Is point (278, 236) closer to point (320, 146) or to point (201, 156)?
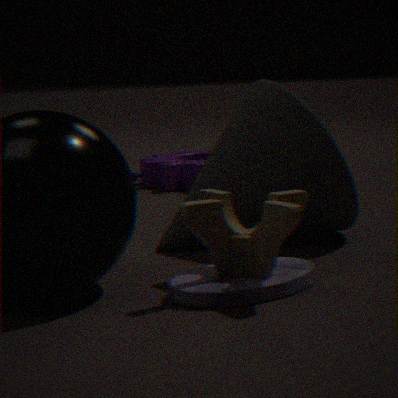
point (320, 146)
